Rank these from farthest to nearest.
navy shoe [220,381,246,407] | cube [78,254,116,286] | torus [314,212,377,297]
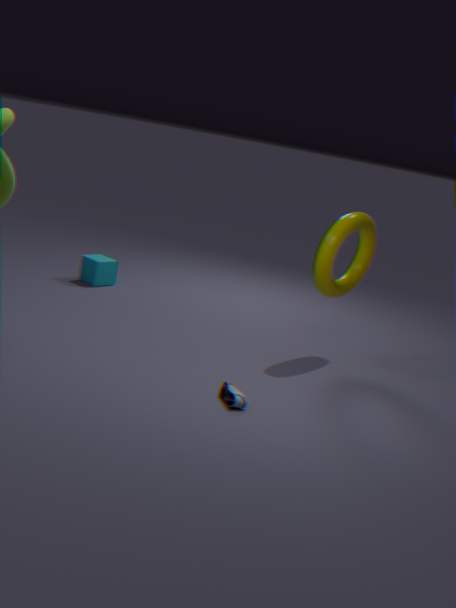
cube [78,254,116,286] < torus [314,212,377,297] < navy shoe [220,381,246,407]
